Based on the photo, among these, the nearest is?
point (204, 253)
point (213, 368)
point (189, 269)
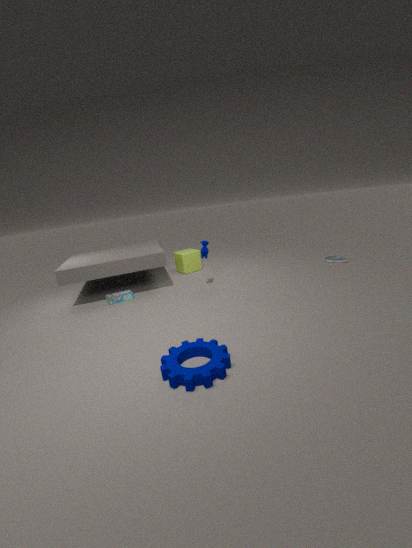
point (213, 368)
